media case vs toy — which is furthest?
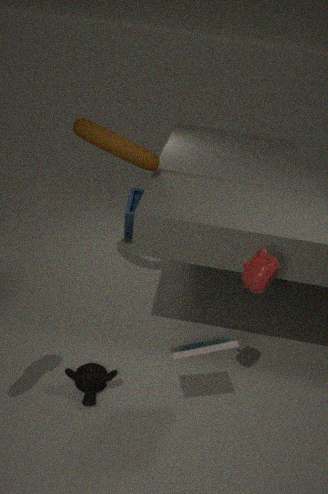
toy
